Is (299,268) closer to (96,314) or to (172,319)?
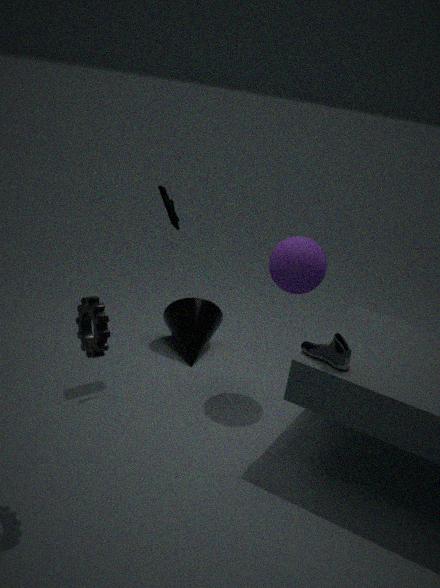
(172,319)
